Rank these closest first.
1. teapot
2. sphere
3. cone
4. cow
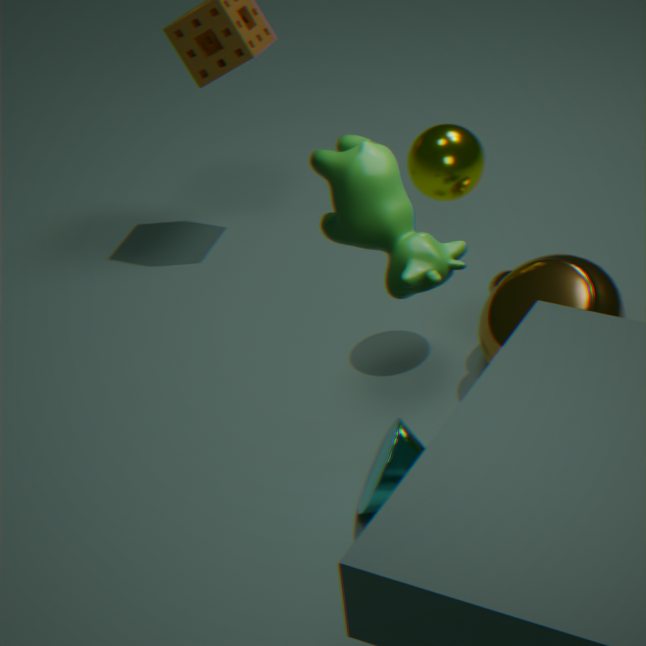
cow → cone → teapot → sphere
